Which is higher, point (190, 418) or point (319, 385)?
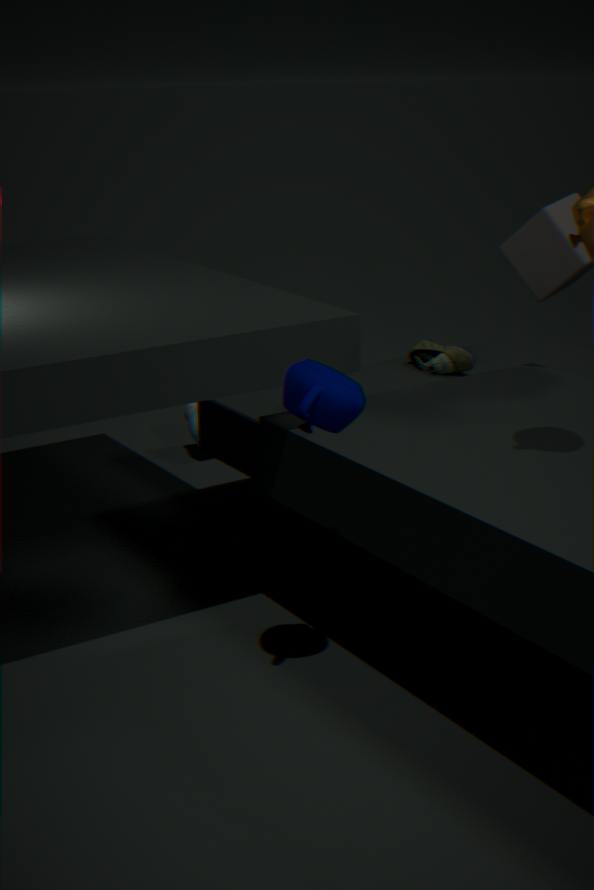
point (319, 385)
